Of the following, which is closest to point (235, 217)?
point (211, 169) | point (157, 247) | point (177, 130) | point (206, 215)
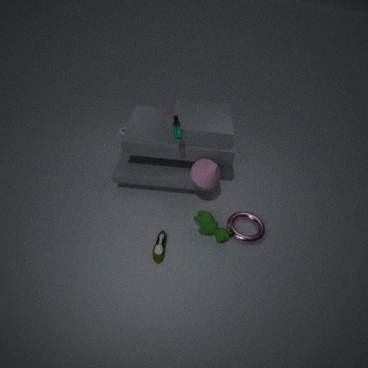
point (206, 215)
